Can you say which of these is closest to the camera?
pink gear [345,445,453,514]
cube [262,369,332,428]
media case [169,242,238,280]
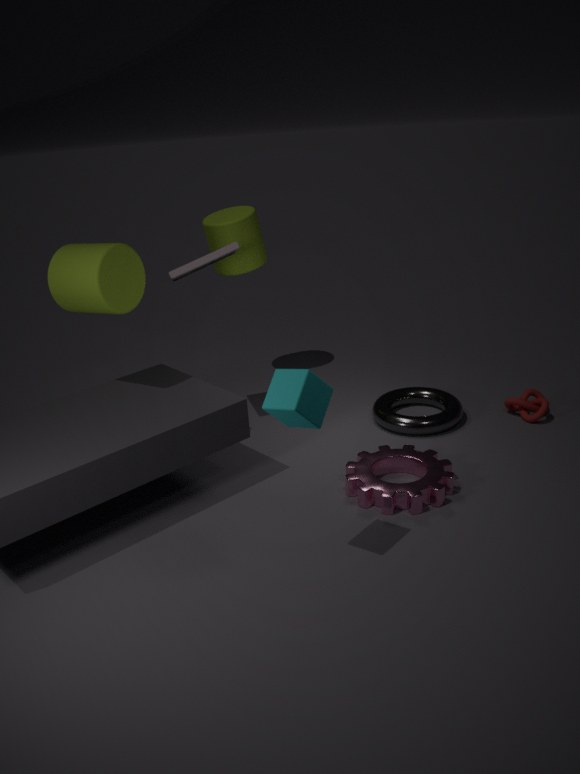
cube [262,369,332,428]
